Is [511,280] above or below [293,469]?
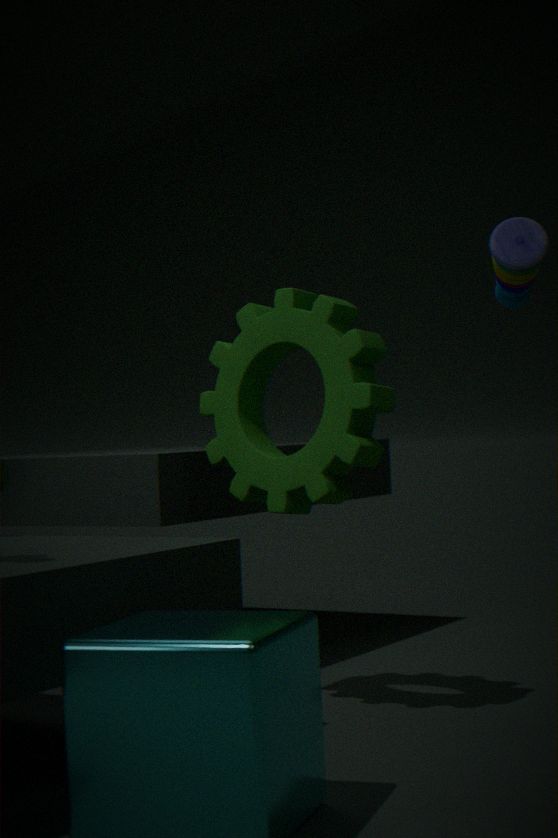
above
